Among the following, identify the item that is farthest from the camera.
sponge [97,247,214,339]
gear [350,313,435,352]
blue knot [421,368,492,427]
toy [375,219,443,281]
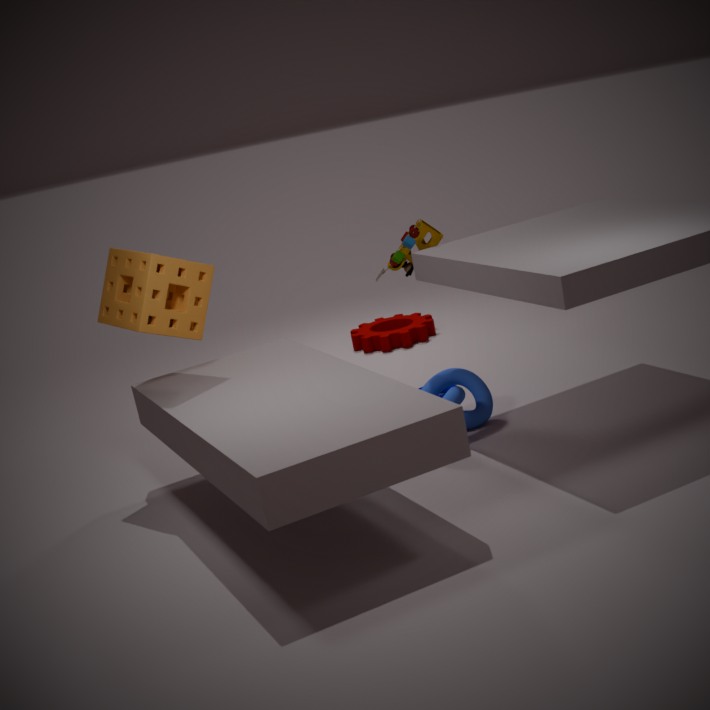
gear [350,313,435,352]
